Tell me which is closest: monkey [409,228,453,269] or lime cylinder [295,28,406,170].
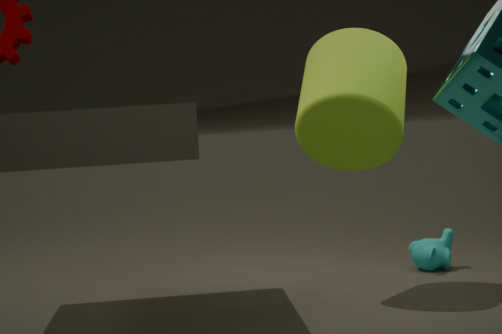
lime cylinder [295,28,406,170]
